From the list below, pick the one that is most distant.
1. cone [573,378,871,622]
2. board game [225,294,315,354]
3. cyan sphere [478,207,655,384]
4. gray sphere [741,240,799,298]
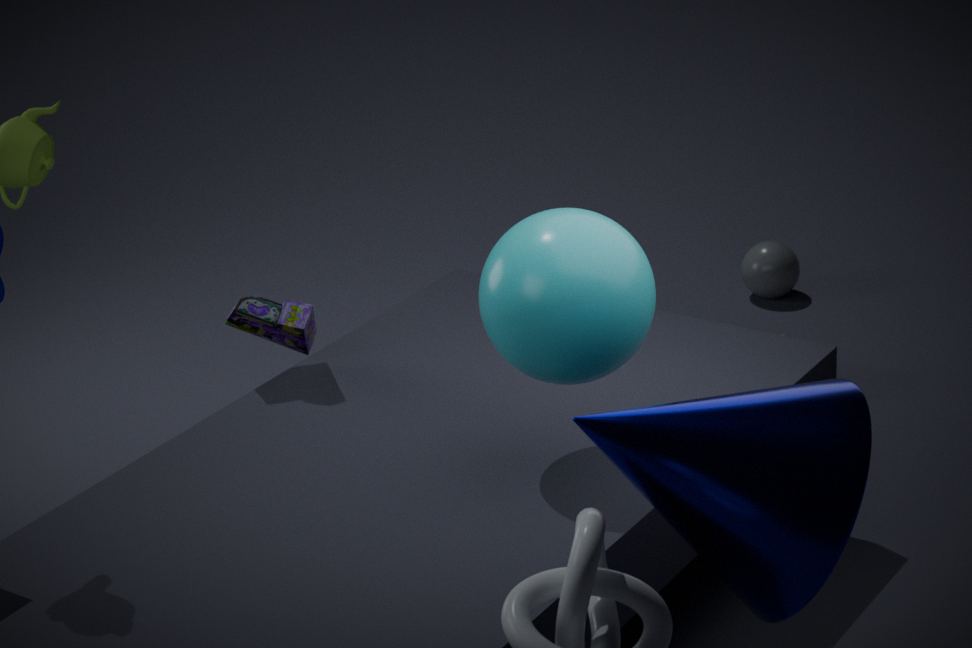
gray sphere [741,240,799,298]
